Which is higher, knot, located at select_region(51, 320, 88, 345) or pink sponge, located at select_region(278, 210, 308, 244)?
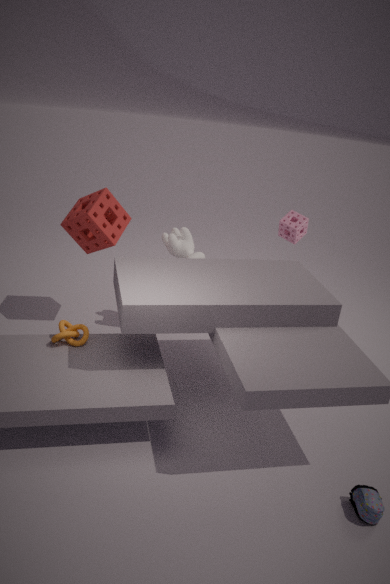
pink sponge, located at select_region(278, 210, 308, 244)
